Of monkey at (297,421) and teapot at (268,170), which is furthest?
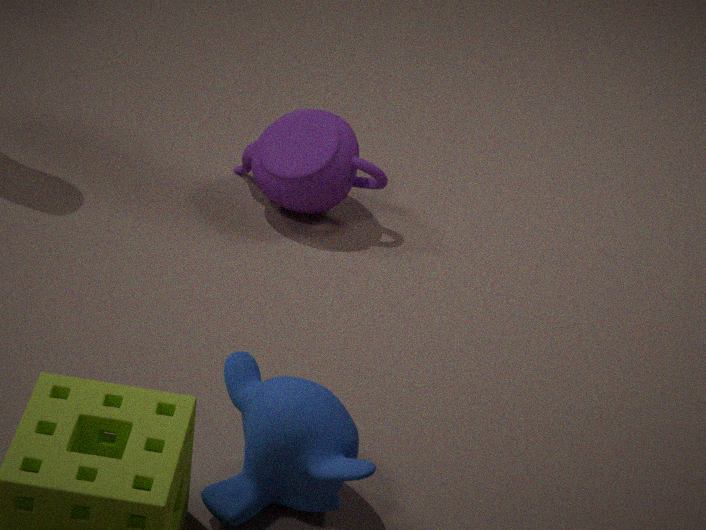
teapot at (268,170)
